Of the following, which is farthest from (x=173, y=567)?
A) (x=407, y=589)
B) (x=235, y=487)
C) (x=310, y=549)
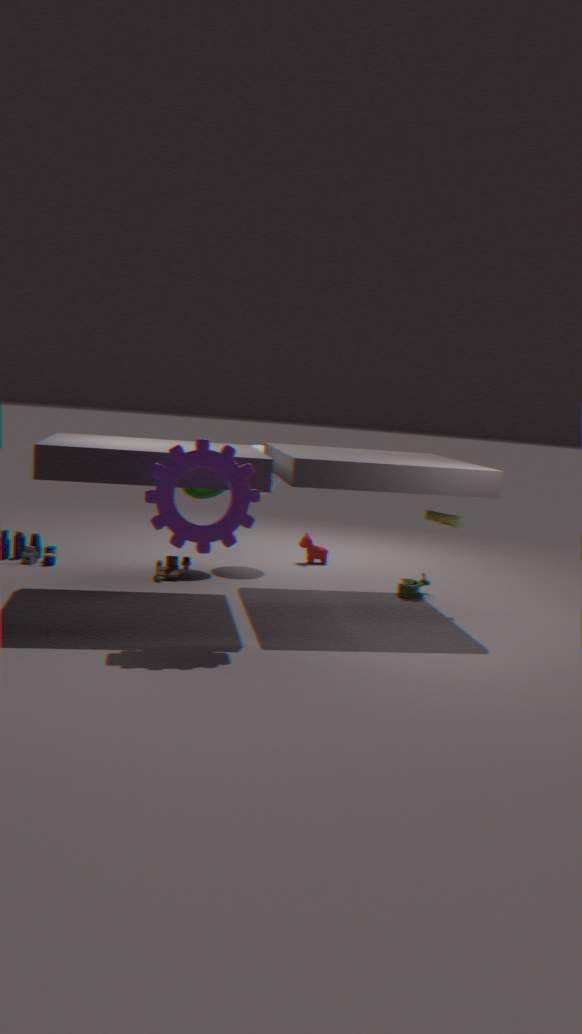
(x=407, y=589)
